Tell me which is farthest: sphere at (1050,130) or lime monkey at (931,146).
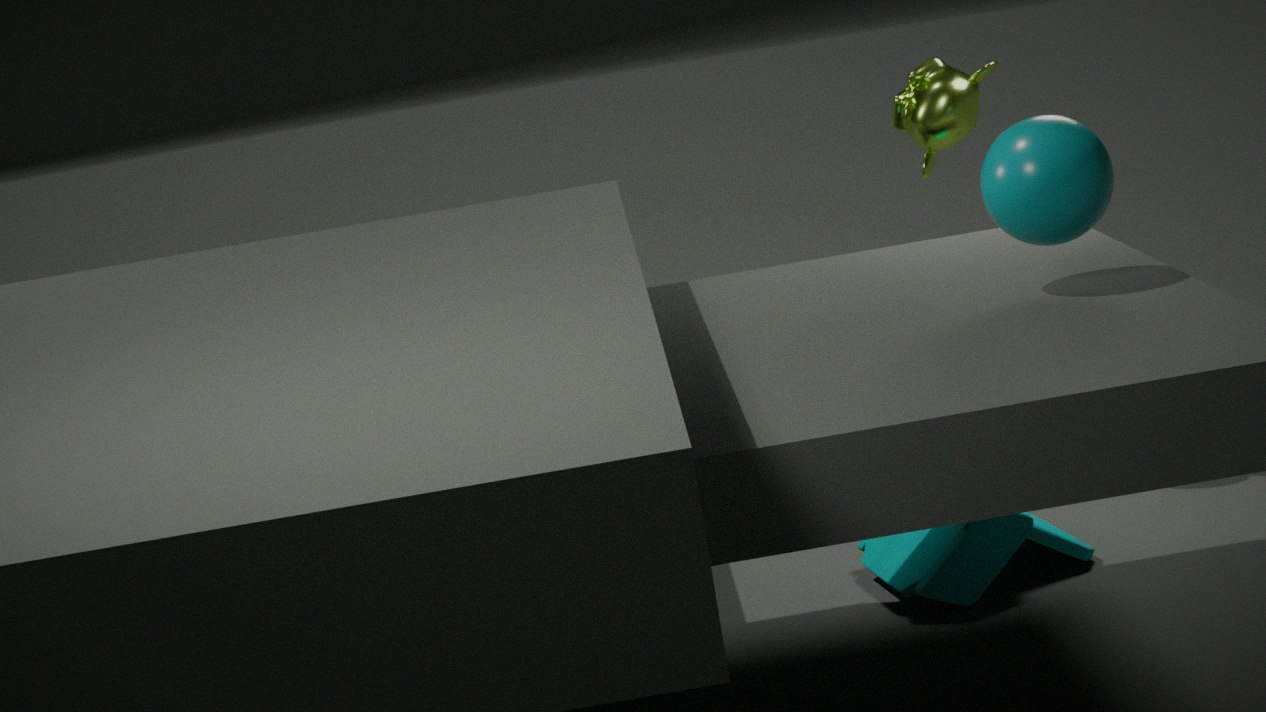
lime monkey at (931,146)
